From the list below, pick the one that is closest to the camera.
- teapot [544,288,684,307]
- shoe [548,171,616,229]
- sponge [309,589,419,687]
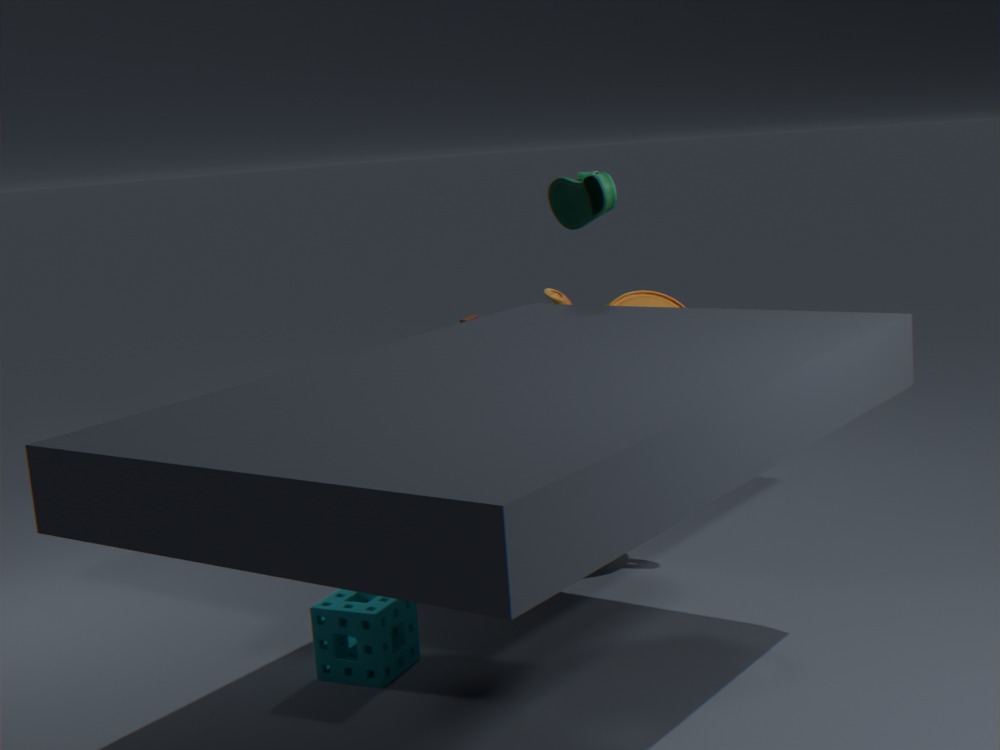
sponge [309,589,419,687]
